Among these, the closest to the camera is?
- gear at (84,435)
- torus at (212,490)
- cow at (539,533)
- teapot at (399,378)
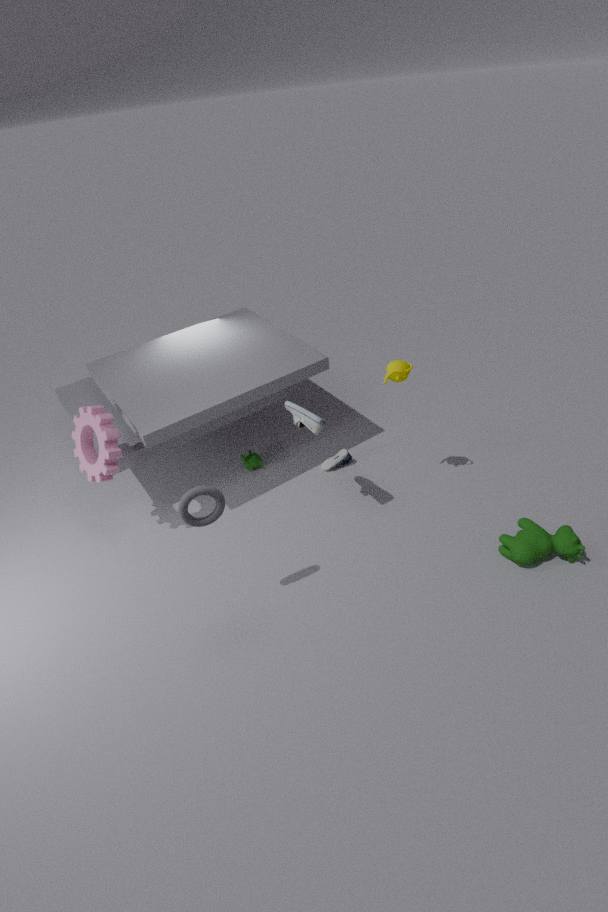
torus at (212,490)
